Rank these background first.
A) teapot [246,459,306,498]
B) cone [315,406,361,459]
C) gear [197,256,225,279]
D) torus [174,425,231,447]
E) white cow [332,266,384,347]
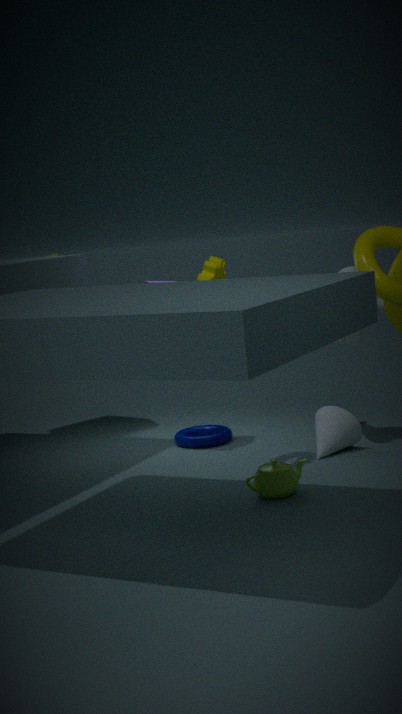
torus [174,425,231,447]
cone [315,406,361,459]
white cow [332,266,384,347]
gear [197,256,225,279]
teapot [246,459,306,498]
